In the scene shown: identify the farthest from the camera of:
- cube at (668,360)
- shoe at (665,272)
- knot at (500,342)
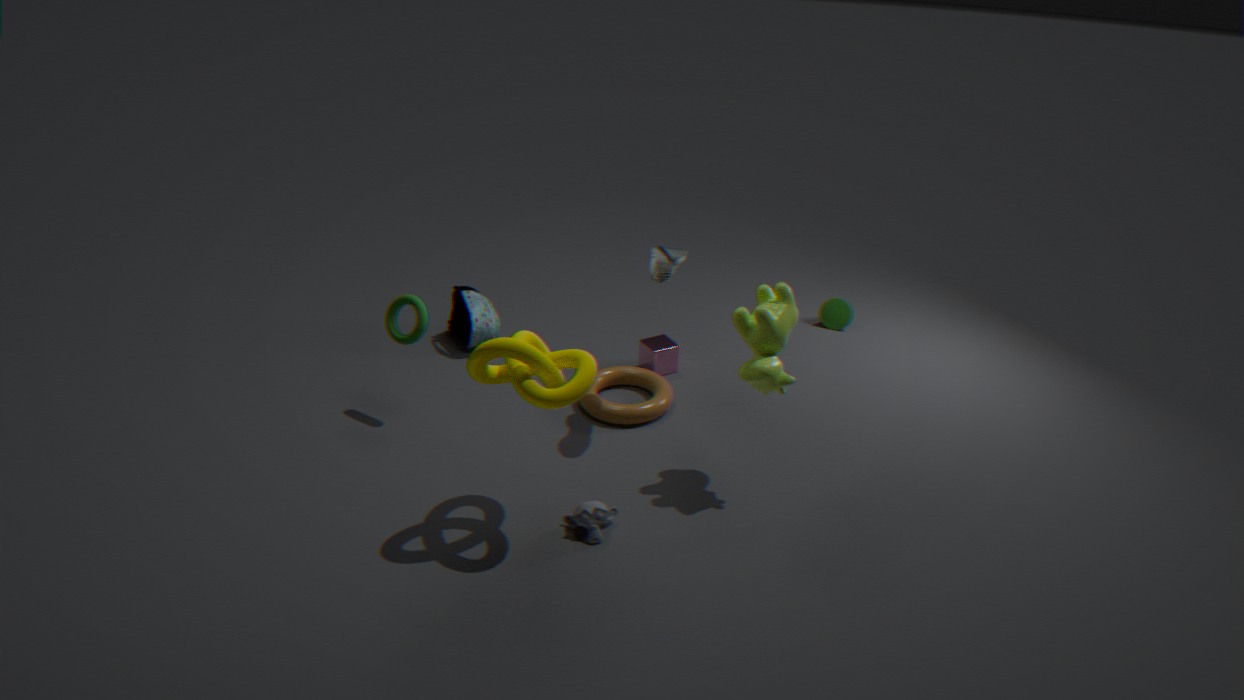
cube at (668,360)
